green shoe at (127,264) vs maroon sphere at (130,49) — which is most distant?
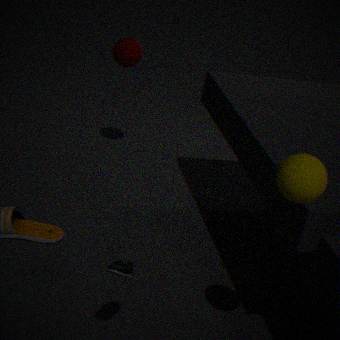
maroon sphere at (130,49)
